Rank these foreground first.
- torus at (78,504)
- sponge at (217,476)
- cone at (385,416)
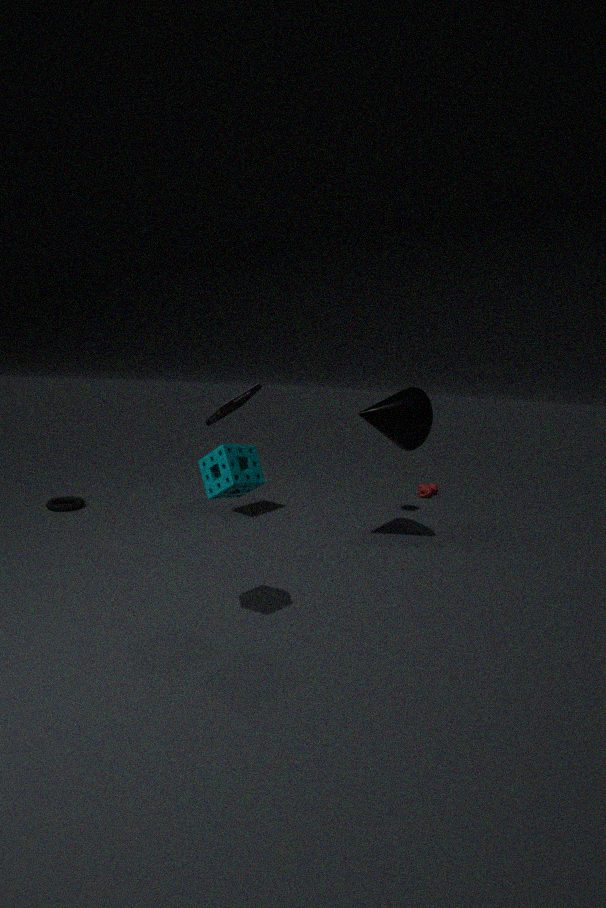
sponge at (217,476) → cone at (385,416) → torus at (78,504)
